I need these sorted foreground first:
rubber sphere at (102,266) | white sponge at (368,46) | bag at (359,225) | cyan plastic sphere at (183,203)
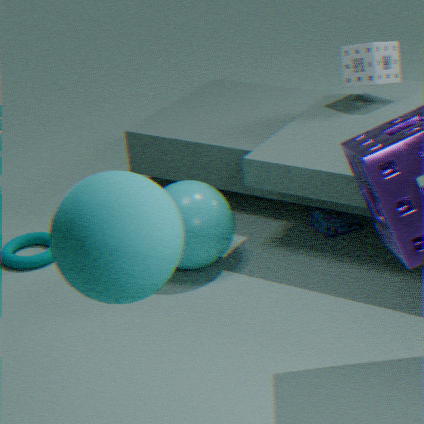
1. rubber sphere at (102,266)
2. cyan plastic sphere at (183,203)
3. bag at (359,225)
4. white sponge at (368,46)
